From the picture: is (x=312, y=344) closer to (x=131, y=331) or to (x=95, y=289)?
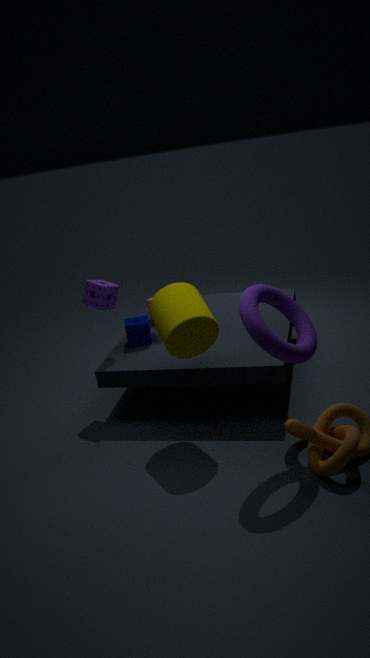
(x=131, y=331)
